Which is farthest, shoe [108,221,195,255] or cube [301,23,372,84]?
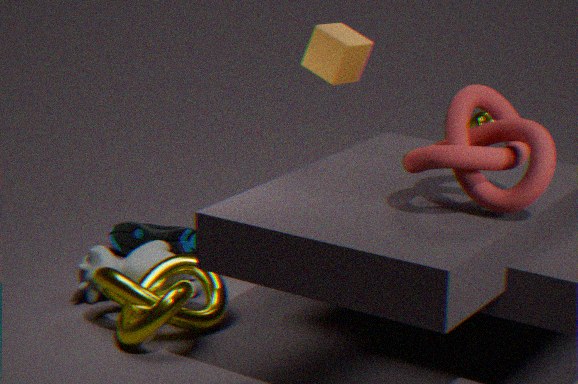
shoe [108,221,195,255]
